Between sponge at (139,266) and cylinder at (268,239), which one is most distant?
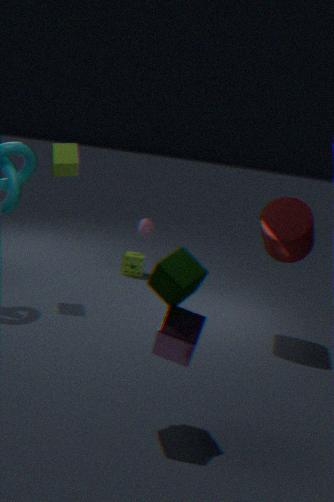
sponge at (139,266)
